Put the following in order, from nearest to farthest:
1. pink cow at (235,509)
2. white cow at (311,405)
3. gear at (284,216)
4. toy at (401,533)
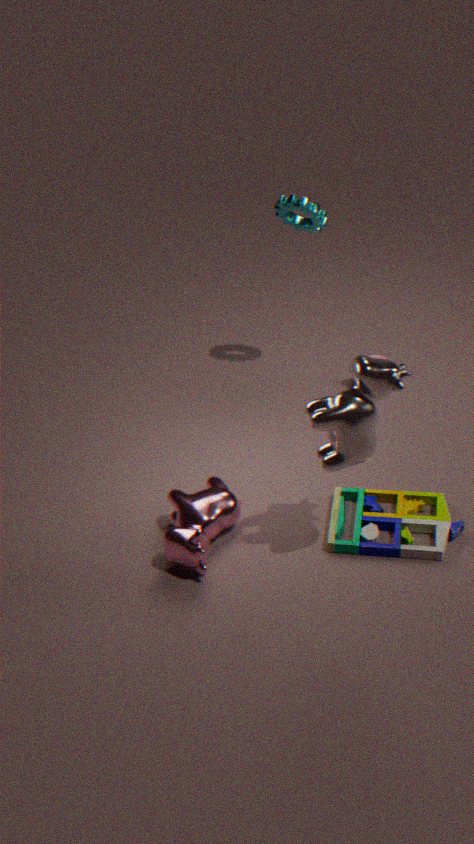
white cow at (311,405), pink cow at (235,509), toy at (401,533), gear at (284,216)
